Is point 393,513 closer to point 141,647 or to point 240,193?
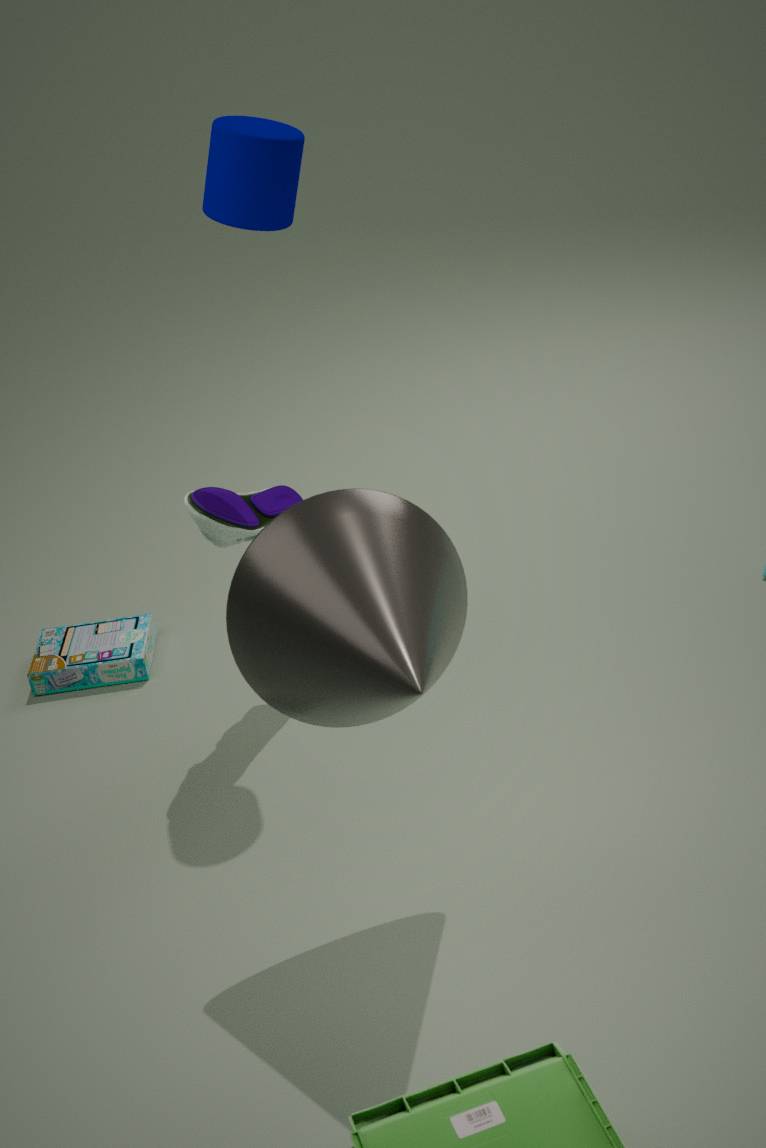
point 240,193
